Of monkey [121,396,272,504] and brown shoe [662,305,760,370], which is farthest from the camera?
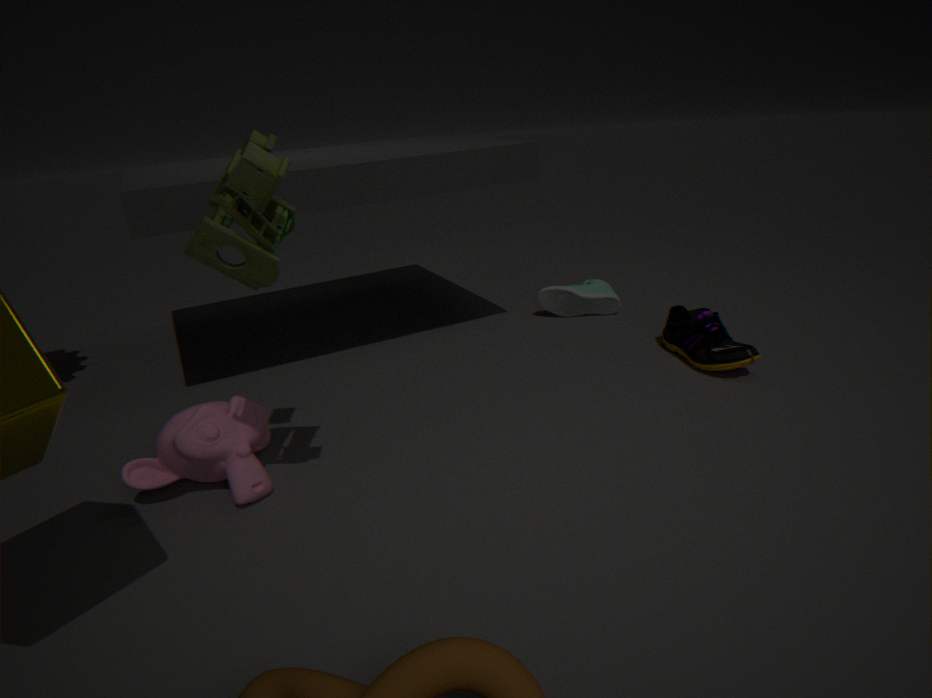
brown shoe [662,305,760,370]
